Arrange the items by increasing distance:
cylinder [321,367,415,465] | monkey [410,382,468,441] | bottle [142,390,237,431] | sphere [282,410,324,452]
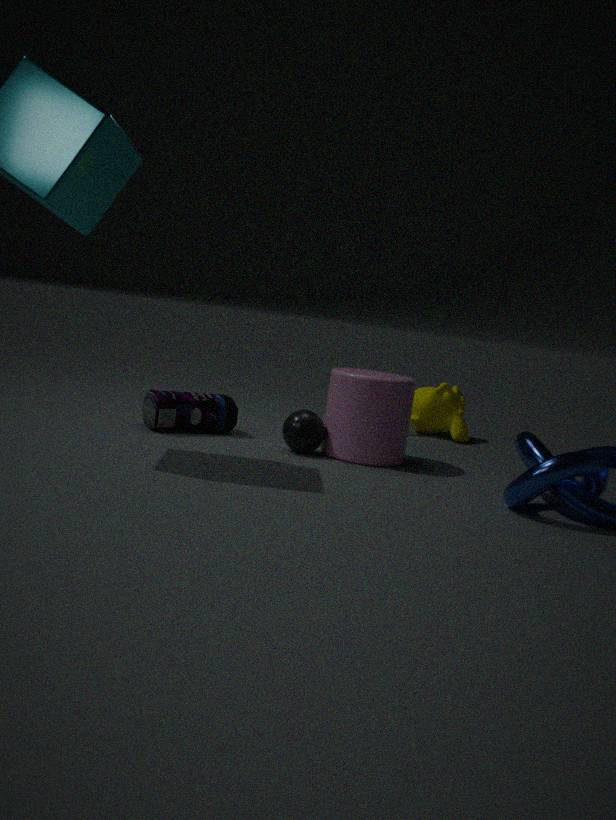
cylinder [321,367,415,465] < sphere [282,410,324,452] < bottle [142,390,237,431] < monkey [410,382,468,441]
